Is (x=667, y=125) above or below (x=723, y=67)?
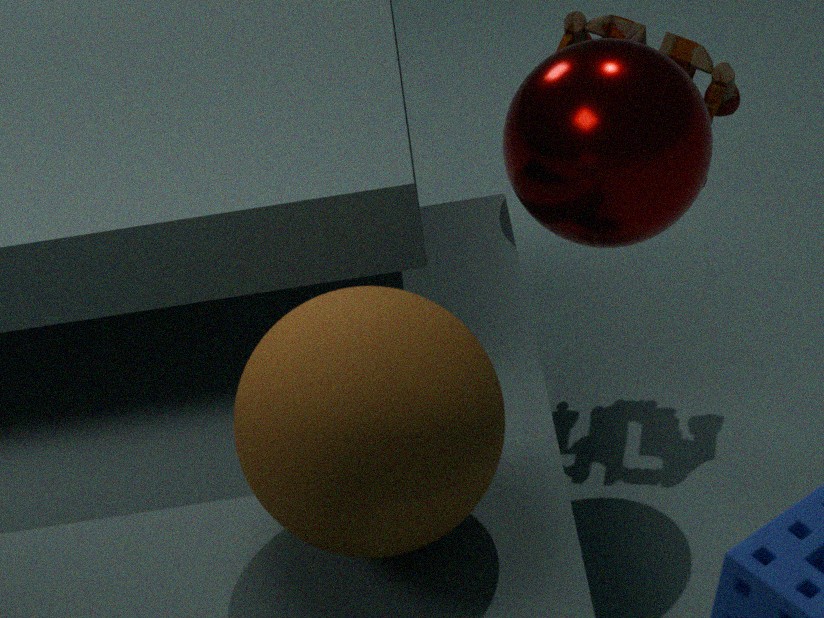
above
